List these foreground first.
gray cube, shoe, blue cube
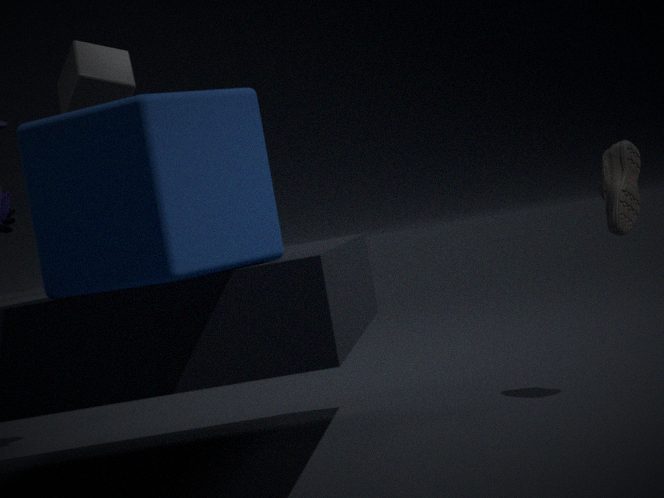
1. blue cube
2. shoe
3. gray cube
